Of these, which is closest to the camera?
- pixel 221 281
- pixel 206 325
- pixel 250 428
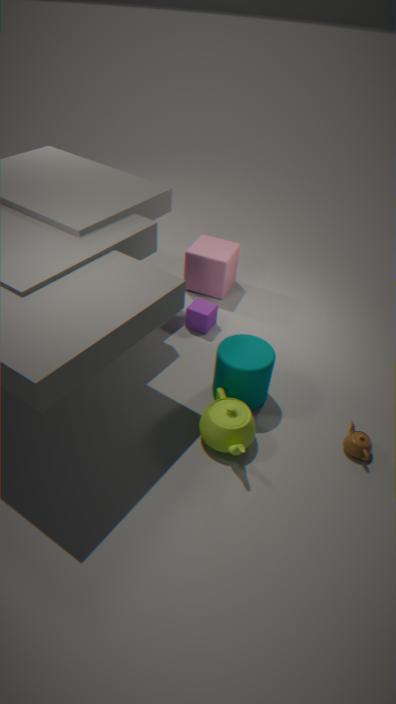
pixel 250 428
